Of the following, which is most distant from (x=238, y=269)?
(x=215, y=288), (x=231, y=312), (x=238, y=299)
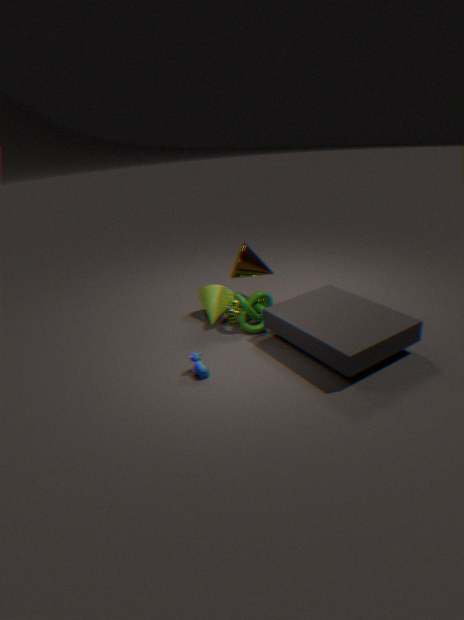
(x=215, y=288)
